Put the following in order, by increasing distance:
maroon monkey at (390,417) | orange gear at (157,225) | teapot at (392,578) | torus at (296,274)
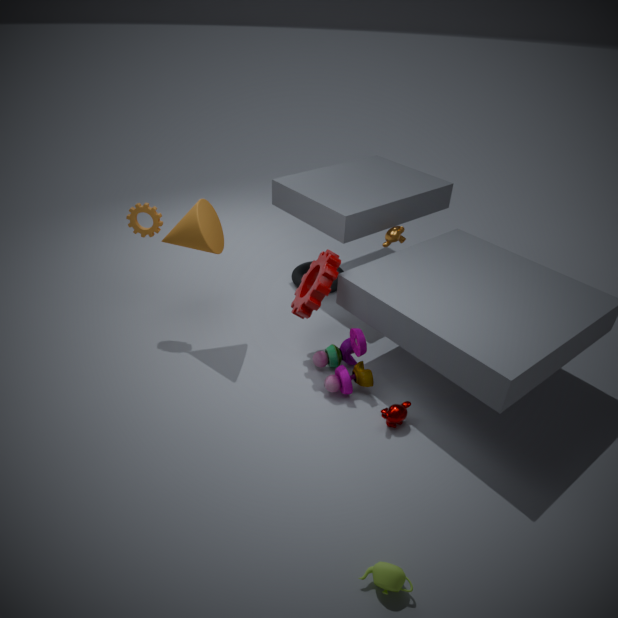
teapot at (392,578), maroon monkey at (390,417), orange gear at (157,225), torus at (296,274)
